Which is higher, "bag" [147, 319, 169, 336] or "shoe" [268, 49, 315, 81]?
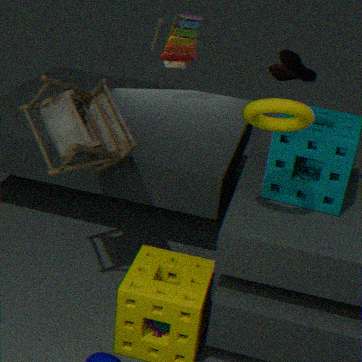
"shoe" [268, 49, 315, 81]
